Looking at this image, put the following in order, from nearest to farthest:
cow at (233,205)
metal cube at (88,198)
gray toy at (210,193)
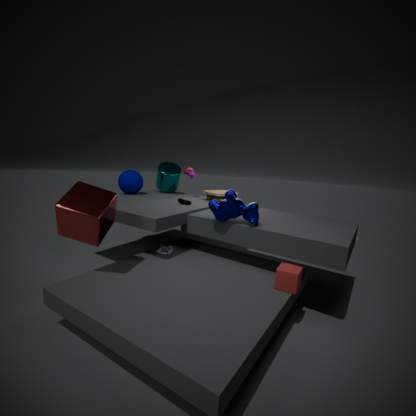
metal cube at (88,198) < cow at (233,205) < gray toy at (210,193)
